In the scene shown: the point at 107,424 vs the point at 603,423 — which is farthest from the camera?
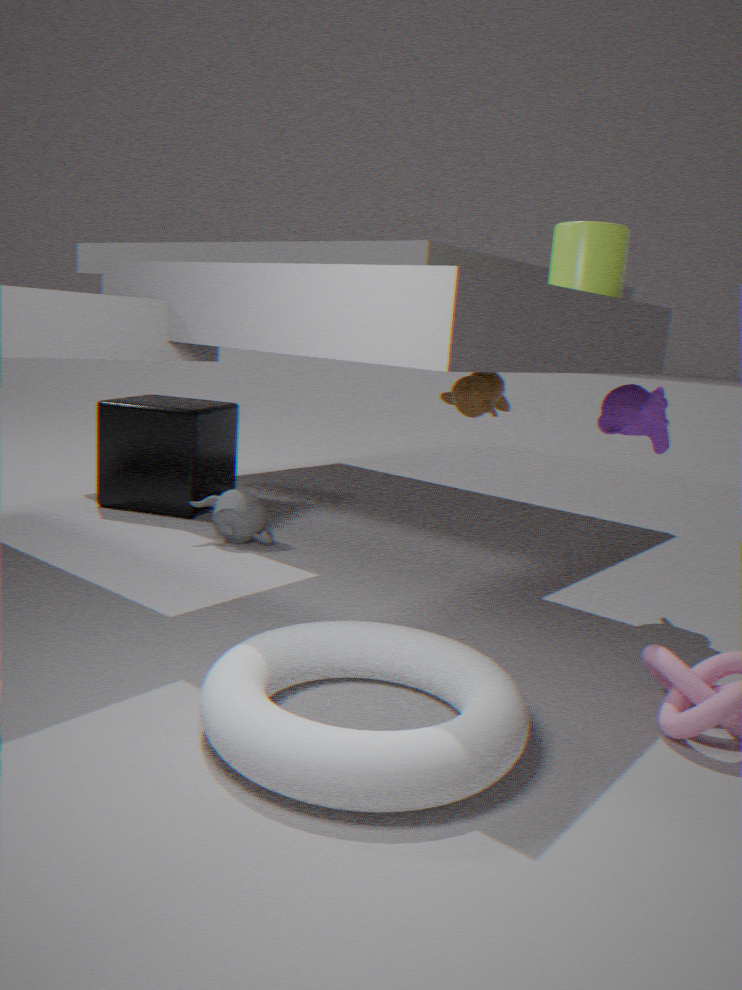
the point at 107,424
